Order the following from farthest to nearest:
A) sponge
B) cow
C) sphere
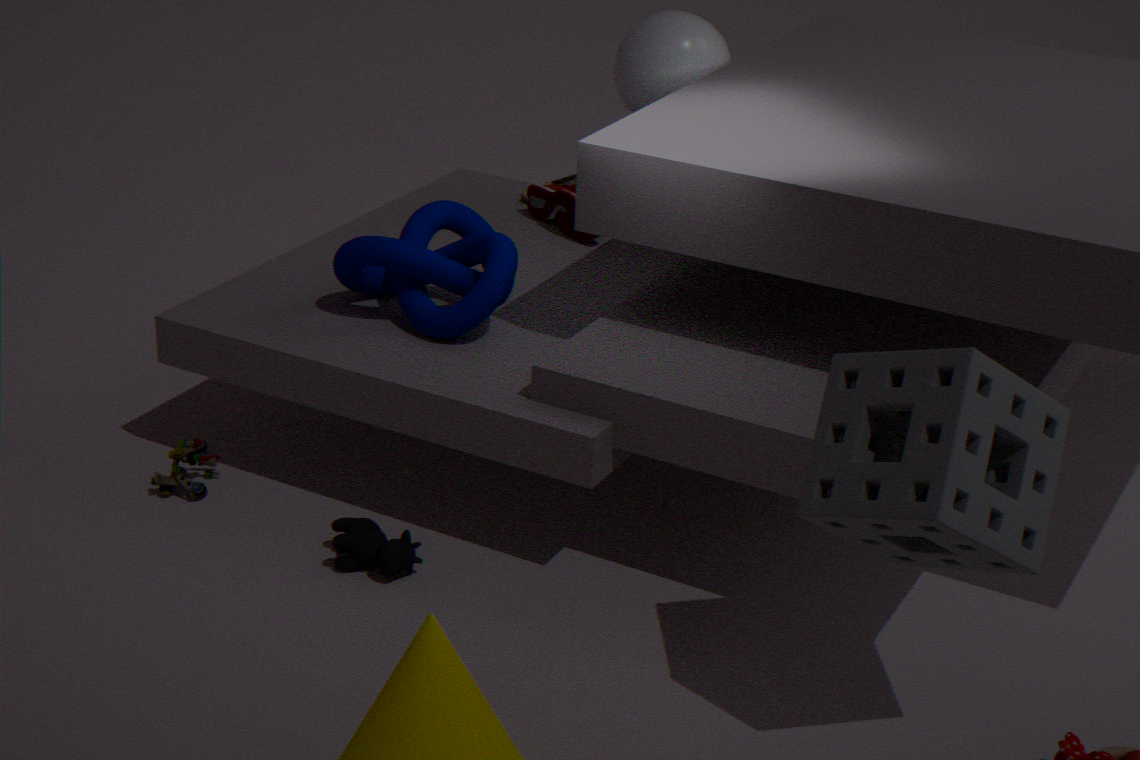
sphere < cow < sponge
